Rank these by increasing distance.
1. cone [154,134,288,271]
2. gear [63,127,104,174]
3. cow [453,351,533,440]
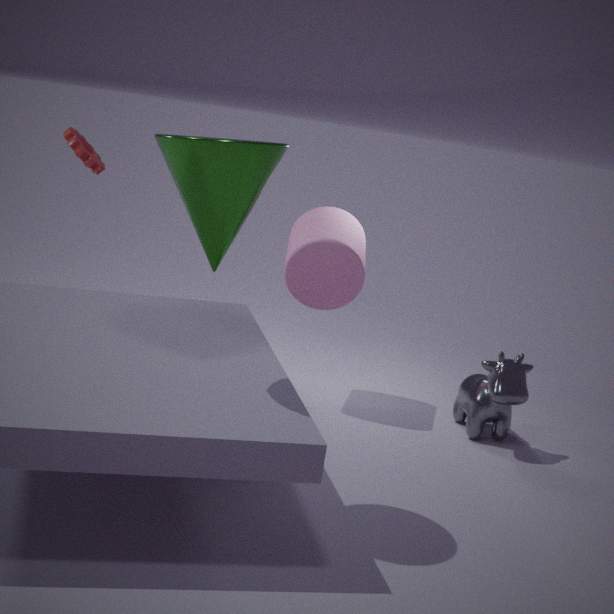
cone [154,134,288,271], cow [453,351,533,440], gear [63,127,104,174]
